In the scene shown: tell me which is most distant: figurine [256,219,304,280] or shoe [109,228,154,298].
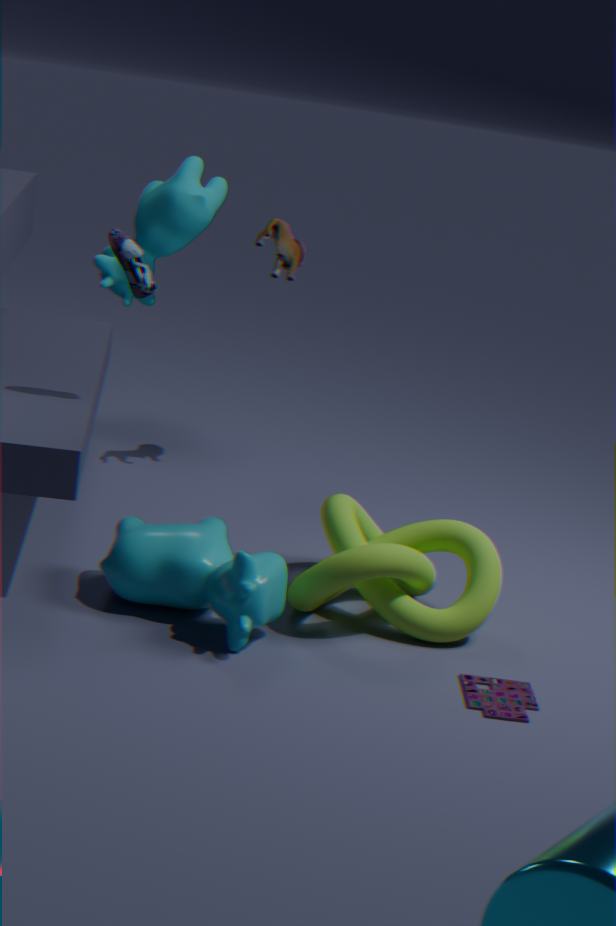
figurine [256,219,304,280]
